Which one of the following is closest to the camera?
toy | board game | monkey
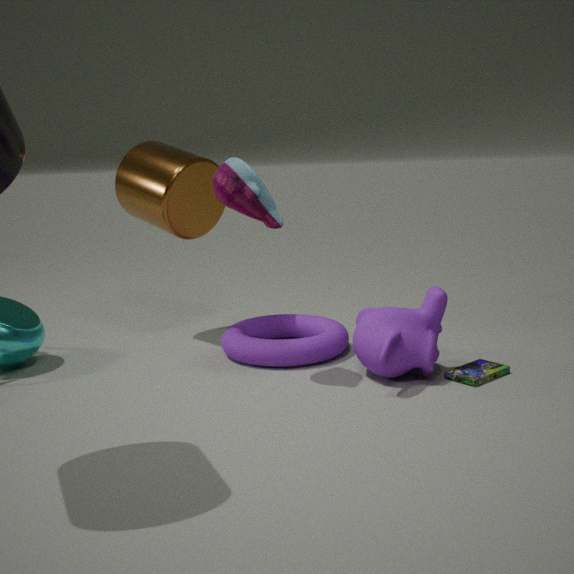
toy
